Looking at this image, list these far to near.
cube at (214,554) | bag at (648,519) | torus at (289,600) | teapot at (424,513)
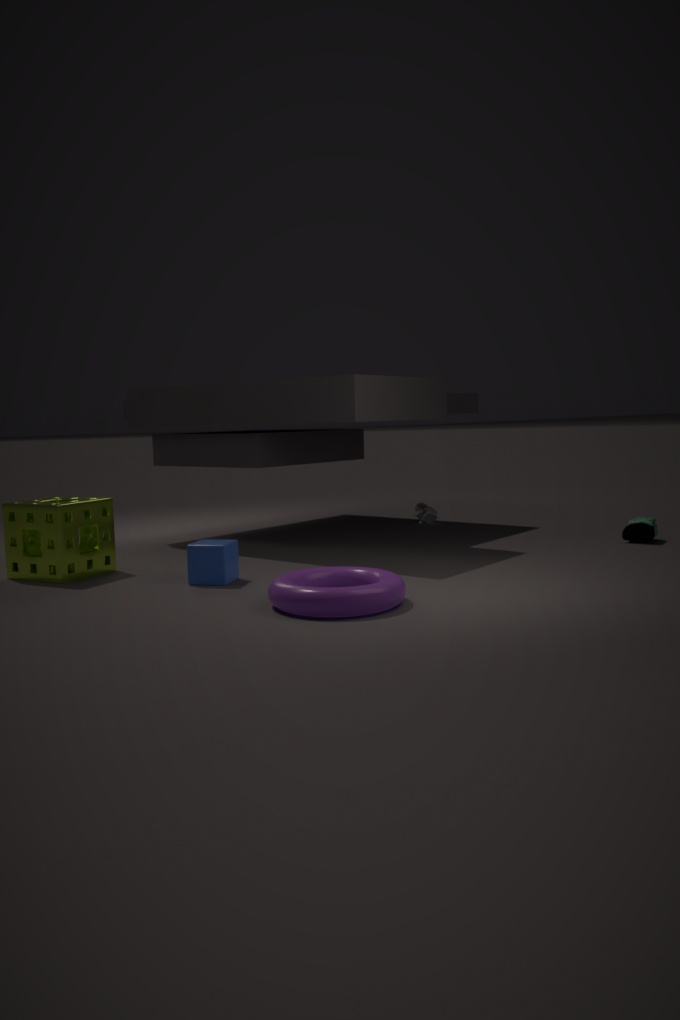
teapot at (424,513) → bag at (648,519) → cube at (214,554) → torus at (289,600)
